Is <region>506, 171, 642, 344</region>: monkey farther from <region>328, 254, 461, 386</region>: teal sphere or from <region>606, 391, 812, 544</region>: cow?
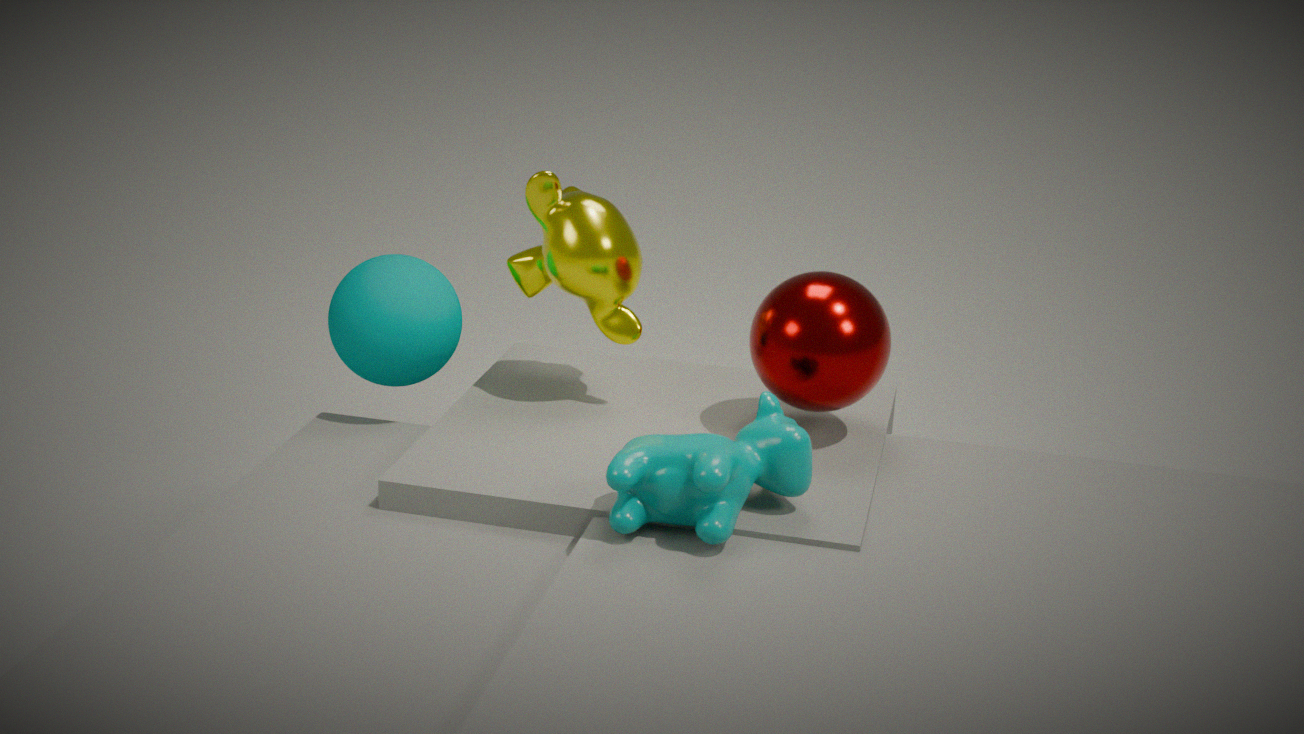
<region>606, 391, 812, 544</region>: cow
